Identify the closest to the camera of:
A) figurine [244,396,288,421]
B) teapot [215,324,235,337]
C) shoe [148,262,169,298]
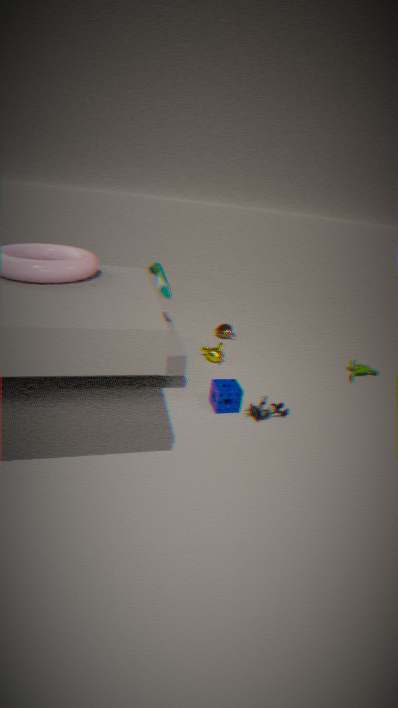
A. figurine [244,396,288,421]
